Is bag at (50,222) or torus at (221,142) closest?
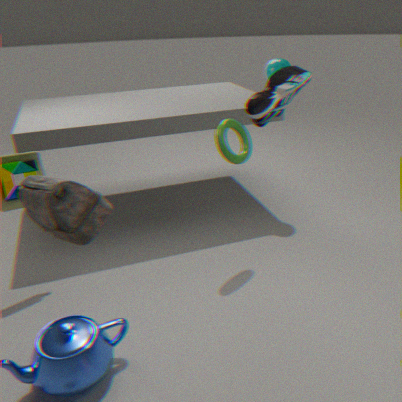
bag at (50,222)
